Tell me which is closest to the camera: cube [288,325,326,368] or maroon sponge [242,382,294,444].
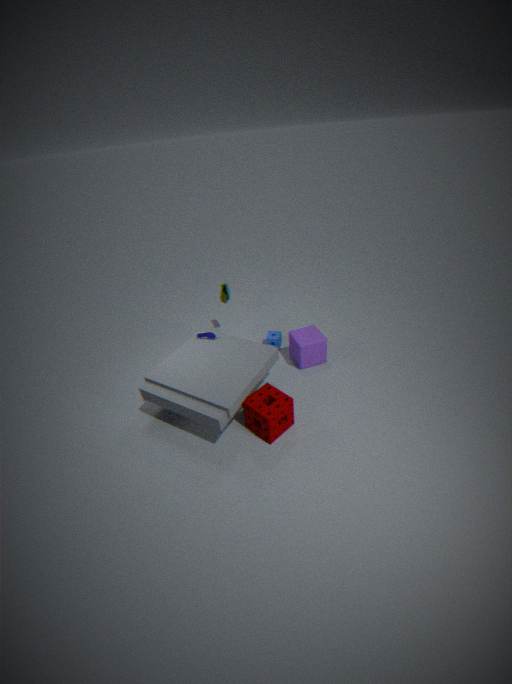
maroon sponge [242,382,294,444]
